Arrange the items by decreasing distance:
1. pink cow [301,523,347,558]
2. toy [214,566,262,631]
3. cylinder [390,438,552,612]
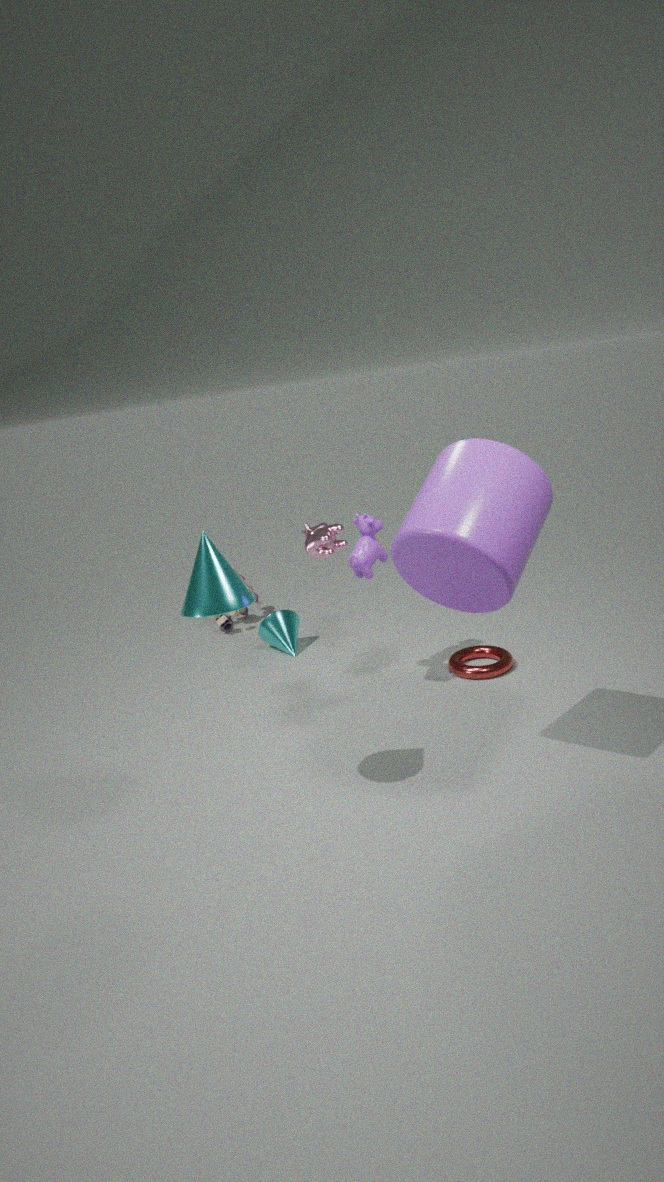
toy [214,566,262,631]
pink cow [301,523,347,558]
cylinder [390,438,552,612]
